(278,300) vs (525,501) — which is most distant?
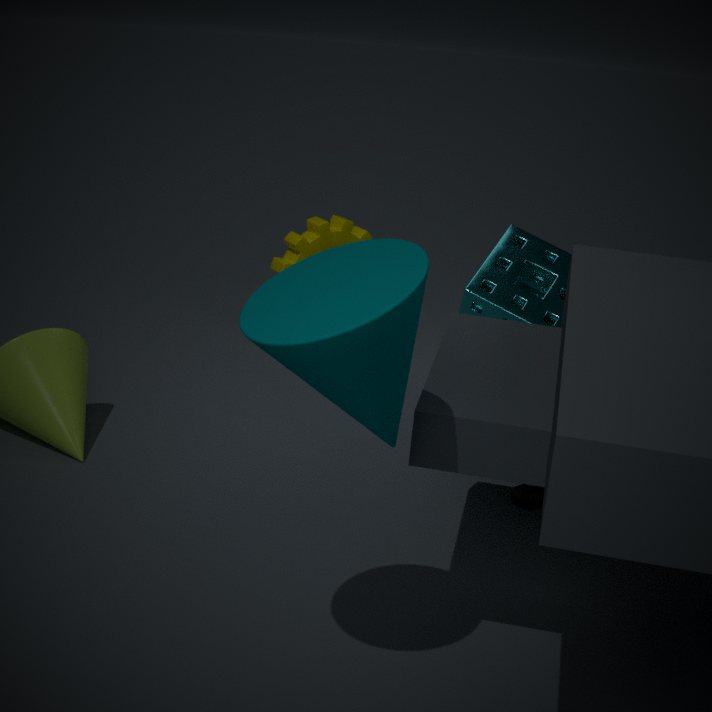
(525,501)
